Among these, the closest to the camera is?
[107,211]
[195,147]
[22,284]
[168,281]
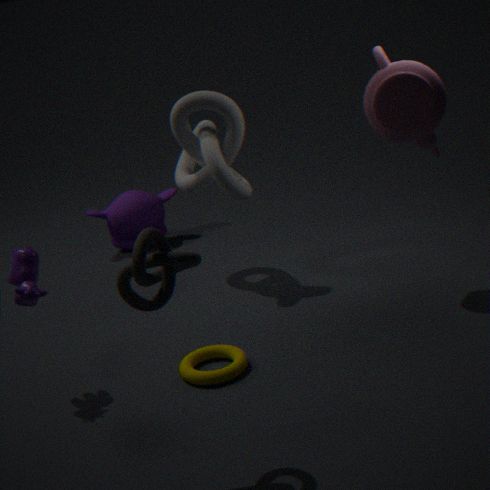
[168,281]
